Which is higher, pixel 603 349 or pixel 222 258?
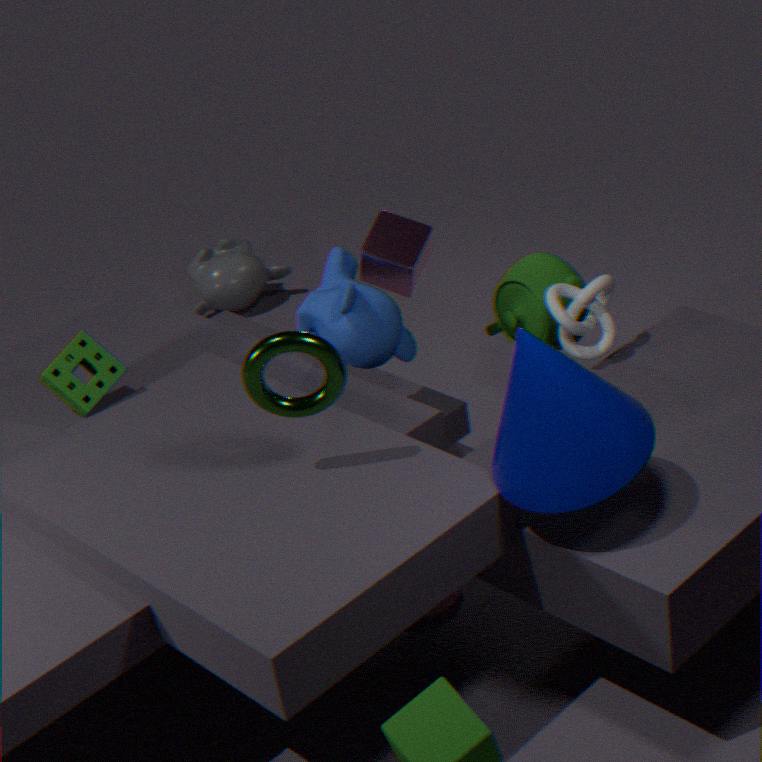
pixel 603 349
